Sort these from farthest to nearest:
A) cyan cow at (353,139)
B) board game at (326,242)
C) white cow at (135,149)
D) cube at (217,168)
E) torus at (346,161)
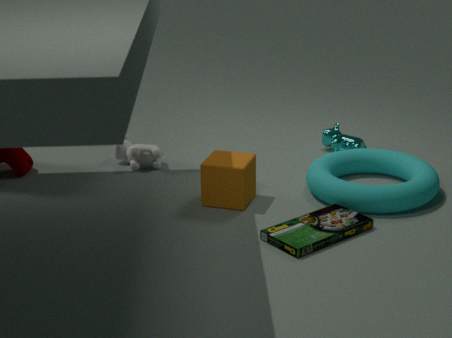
cyan cow at (353,139)
white cow at (135,149)
cube at (217,168)
torus at (346,161)
board game at (326,242)
